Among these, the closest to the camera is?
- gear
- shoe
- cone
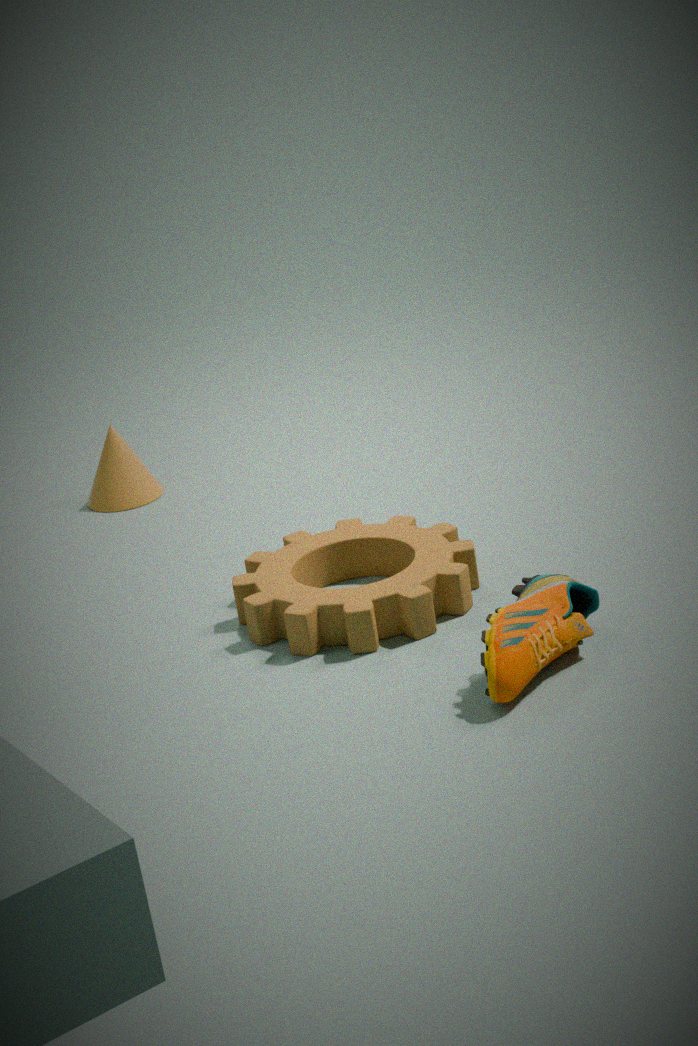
shoe
